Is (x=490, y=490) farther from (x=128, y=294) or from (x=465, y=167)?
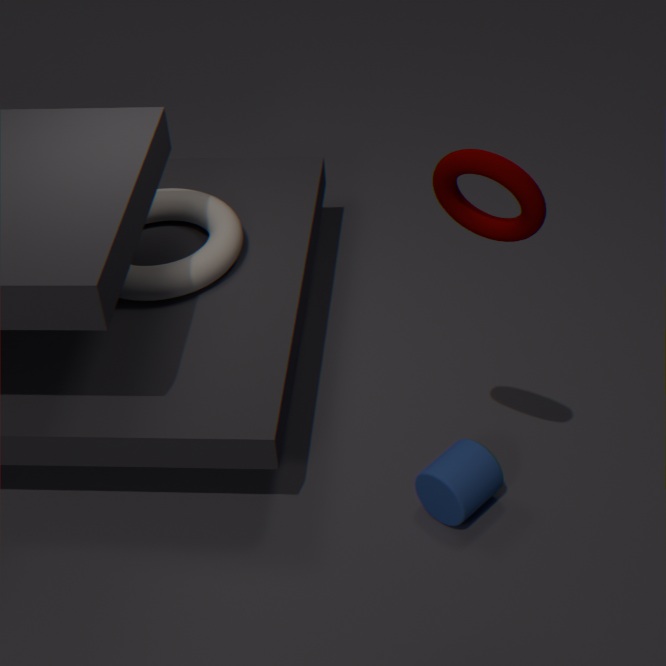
(x=128, y=294)
